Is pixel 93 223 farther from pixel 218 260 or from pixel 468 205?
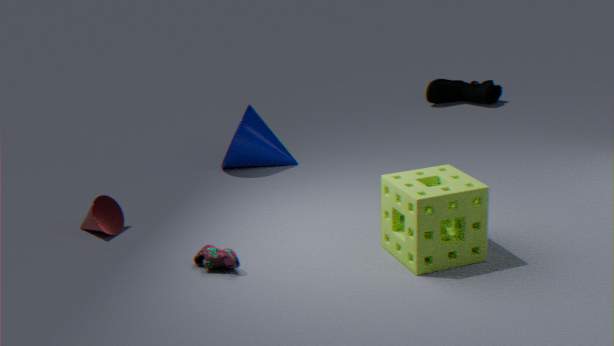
pixel 468 205
